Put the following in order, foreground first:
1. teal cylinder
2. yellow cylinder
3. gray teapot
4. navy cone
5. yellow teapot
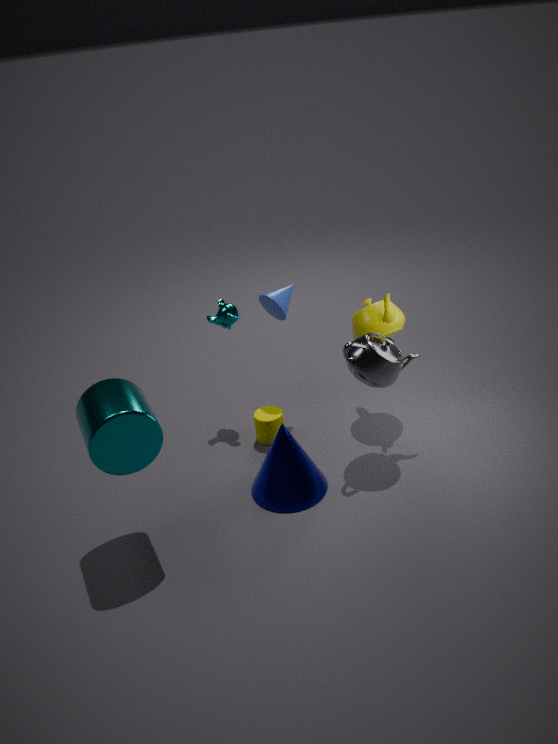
teal cylinder < navy cone < gray teapot < yellow teapot < yellow cylinder
